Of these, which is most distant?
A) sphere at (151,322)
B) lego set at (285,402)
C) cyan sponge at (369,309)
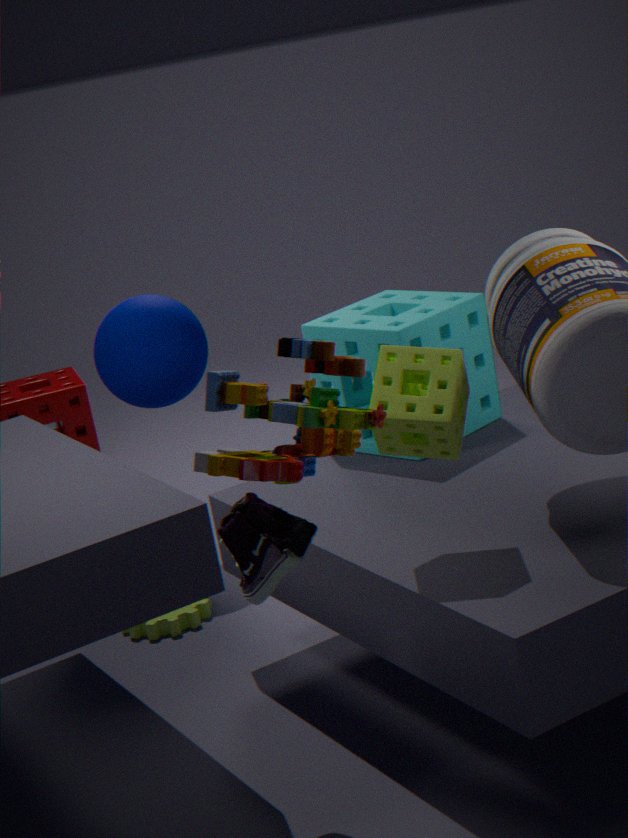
sphere at (151,322)
